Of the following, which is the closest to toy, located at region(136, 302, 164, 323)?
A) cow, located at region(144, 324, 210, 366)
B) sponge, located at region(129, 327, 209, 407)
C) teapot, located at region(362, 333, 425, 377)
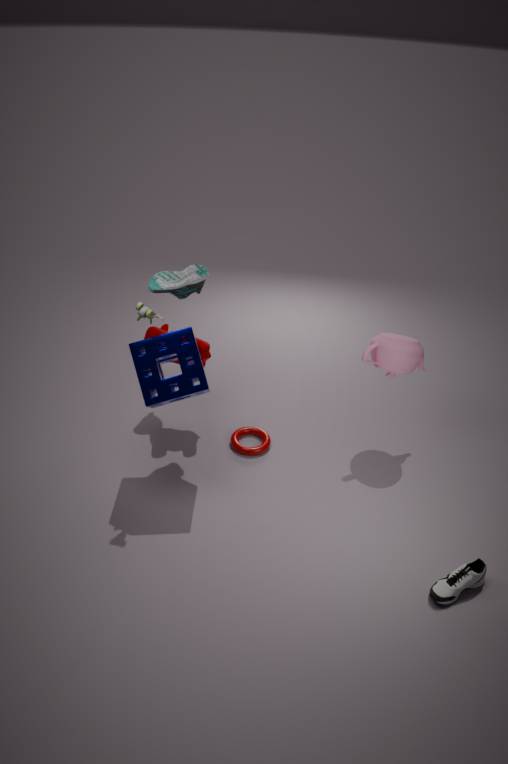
sponge, located at region(129, 327, 209, 407)
